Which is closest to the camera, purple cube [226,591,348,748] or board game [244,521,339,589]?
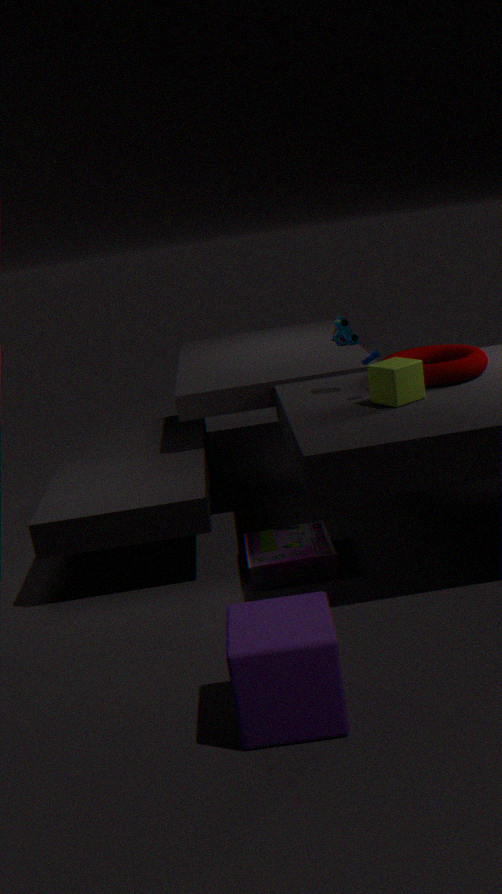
purple cube [226,591,348,748]
